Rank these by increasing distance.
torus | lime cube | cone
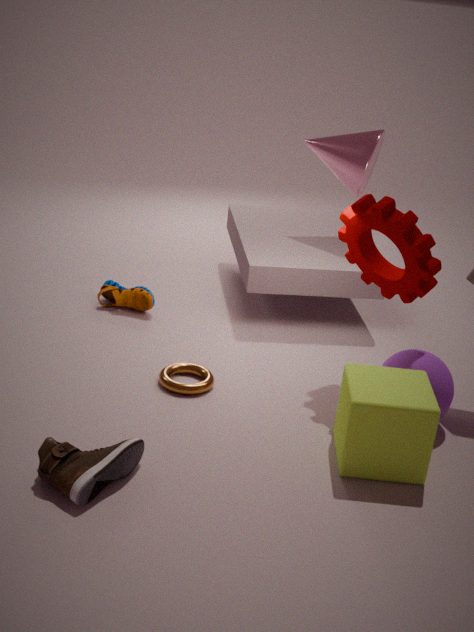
lime cube < torus < cone
